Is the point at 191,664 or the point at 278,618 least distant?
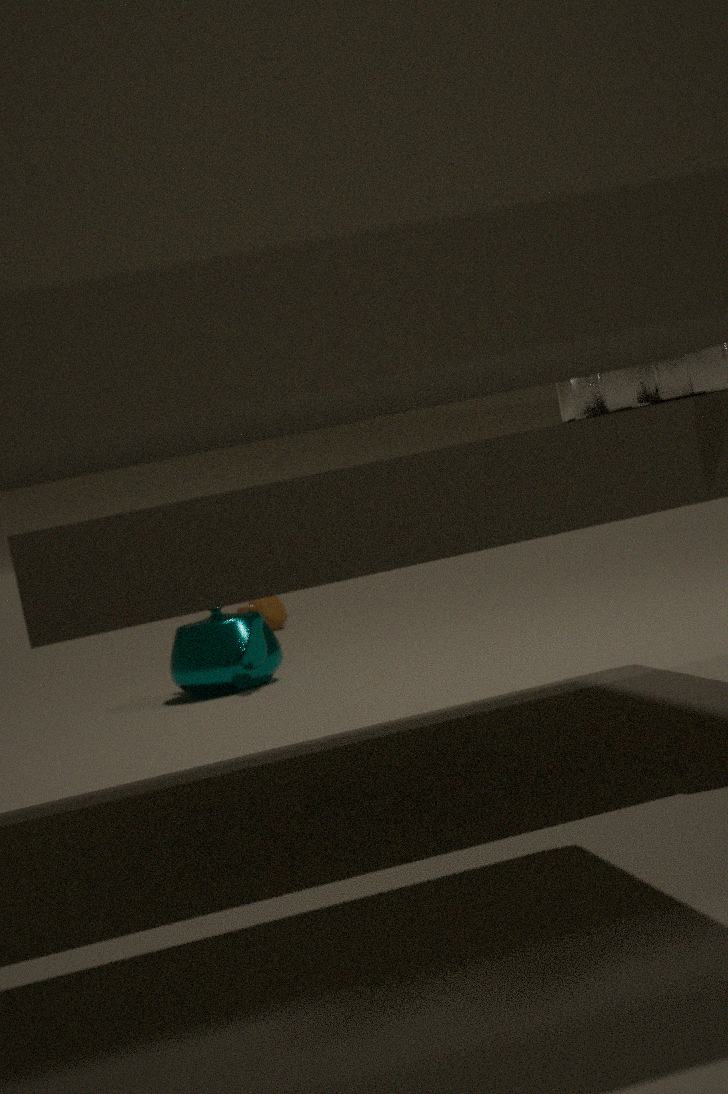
the point at 191,664
